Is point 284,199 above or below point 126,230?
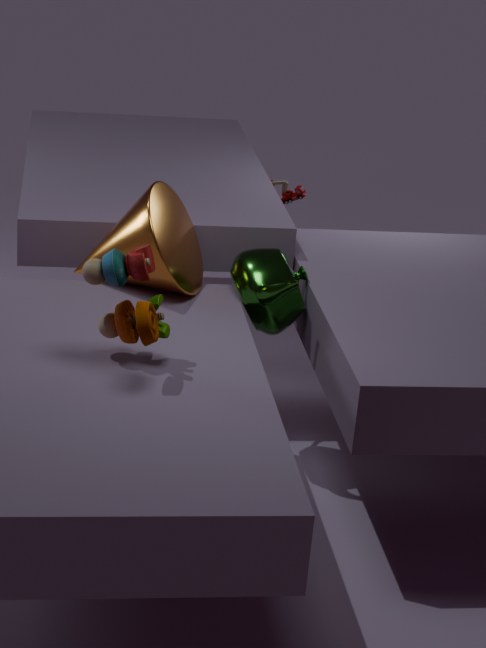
below
